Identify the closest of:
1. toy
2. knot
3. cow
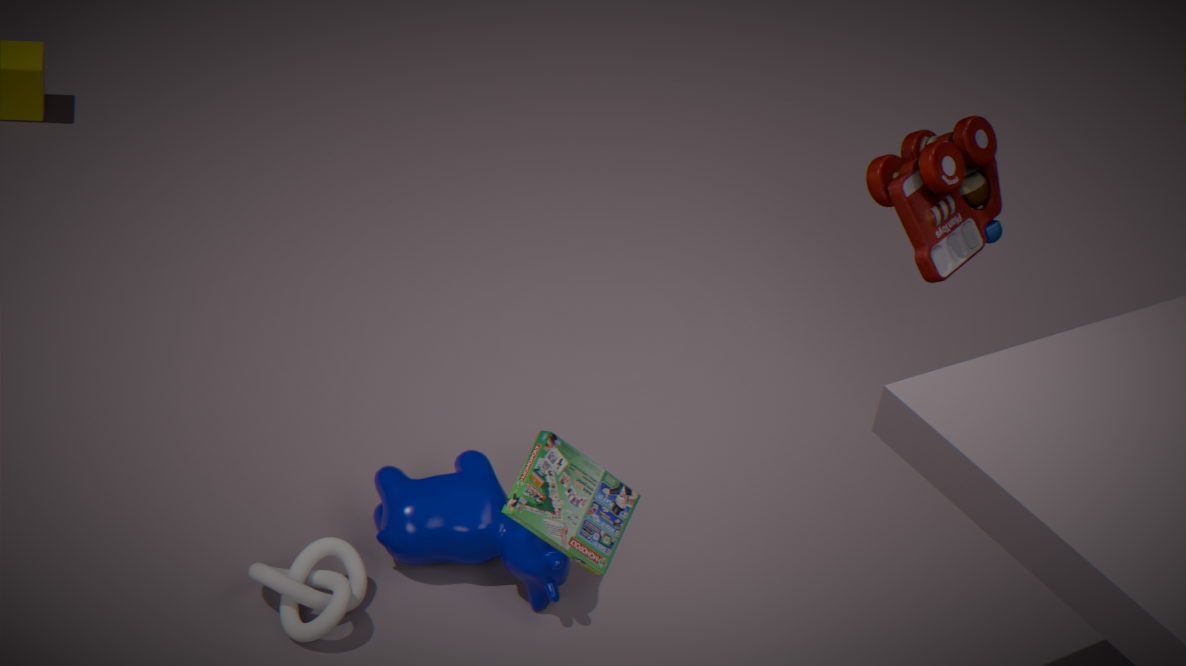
knot
